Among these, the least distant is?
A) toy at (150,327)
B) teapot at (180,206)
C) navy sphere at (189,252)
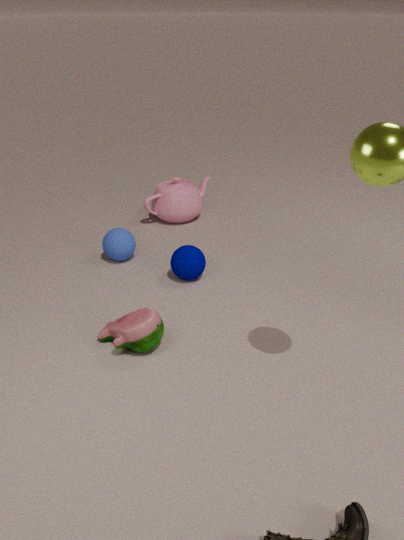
toy at (150,327)
